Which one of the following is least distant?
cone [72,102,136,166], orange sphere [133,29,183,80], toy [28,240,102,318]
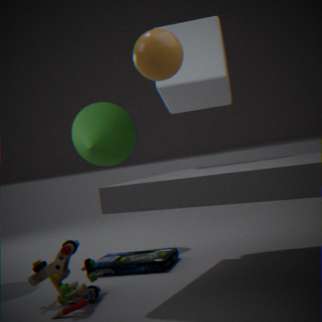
orange sphere [133,29,183,80]
